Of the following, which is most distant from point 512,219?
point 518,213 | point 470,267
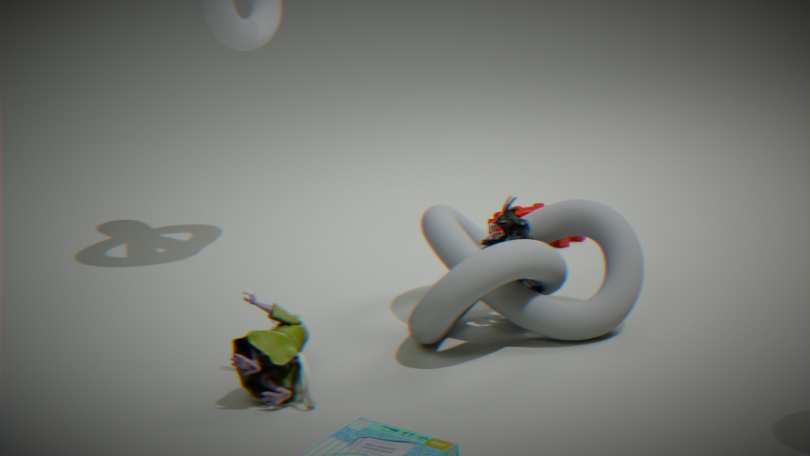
point 518,213
